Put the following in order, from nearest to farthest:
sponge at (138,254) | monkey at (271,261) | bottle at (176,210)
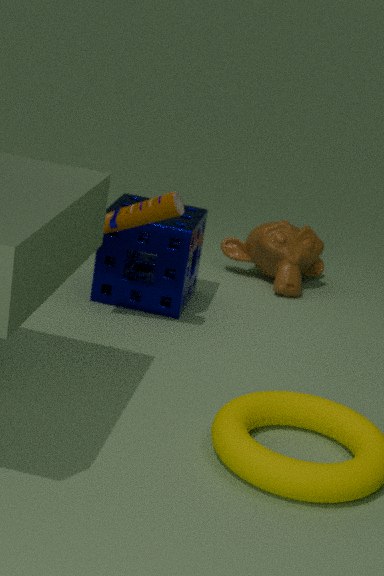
bottle at (176,210) → sponge at (138,254) → monkey at (271,261)
